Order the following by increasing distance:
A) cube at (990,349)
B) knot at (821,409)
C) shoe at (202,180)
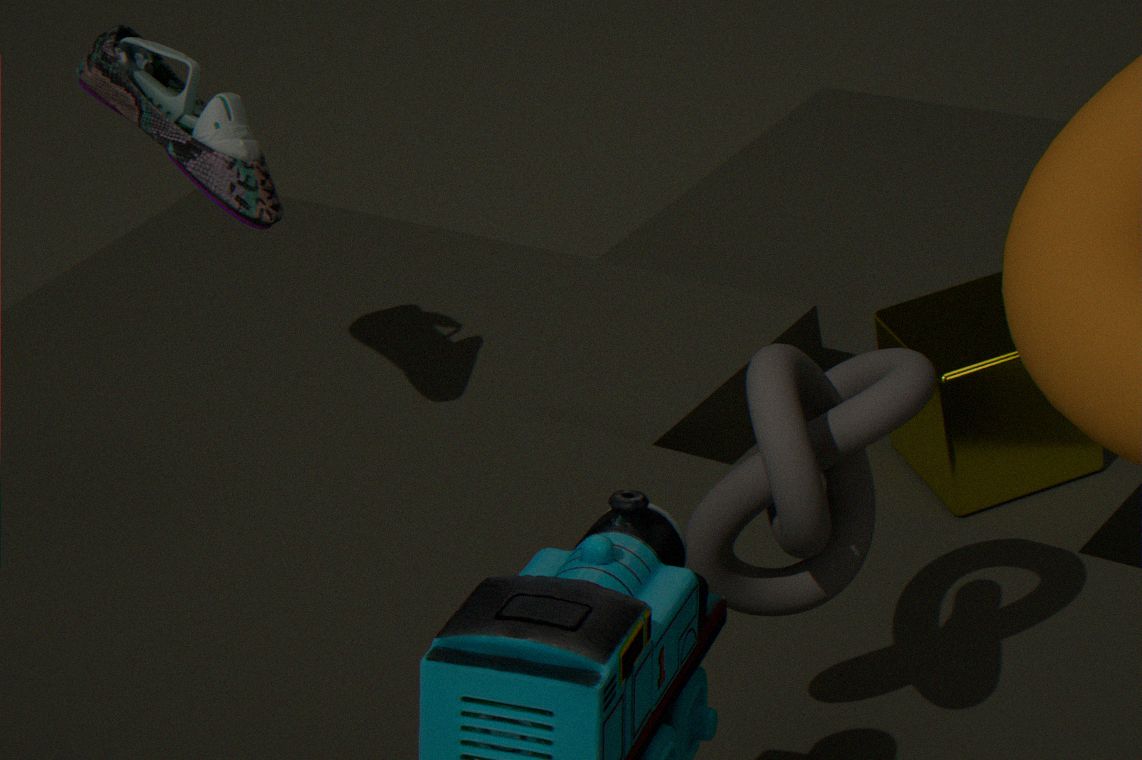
B. knot at (821,409), C. shoe at (202,180), A. cube at (990,349)
